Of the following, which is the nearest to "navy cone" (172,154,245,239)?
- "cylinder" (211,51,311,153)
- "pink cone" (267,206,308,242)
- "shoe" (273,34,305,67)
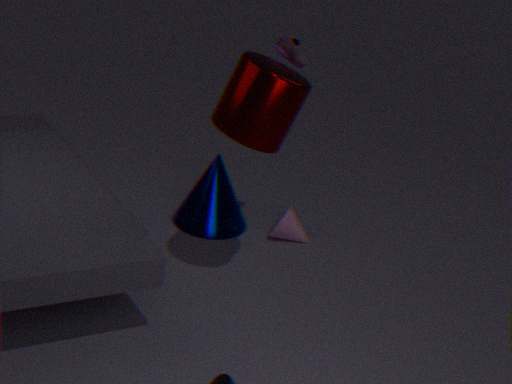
"pink cone" (267,206,308,242)
